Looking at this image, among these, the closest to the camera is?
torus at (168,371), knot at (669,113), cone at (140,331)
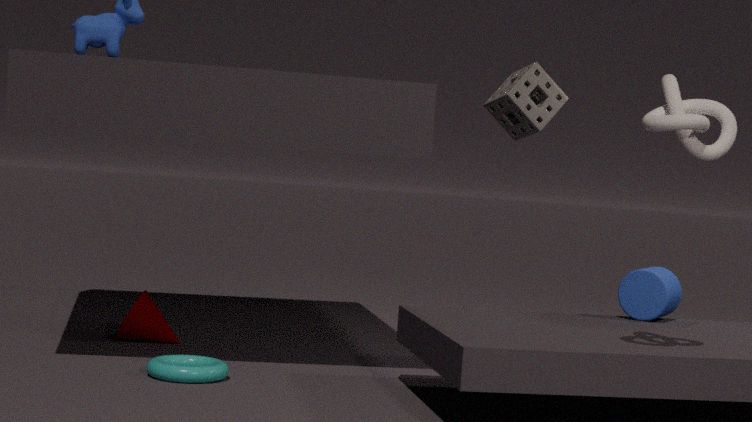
knot at (669,113)
